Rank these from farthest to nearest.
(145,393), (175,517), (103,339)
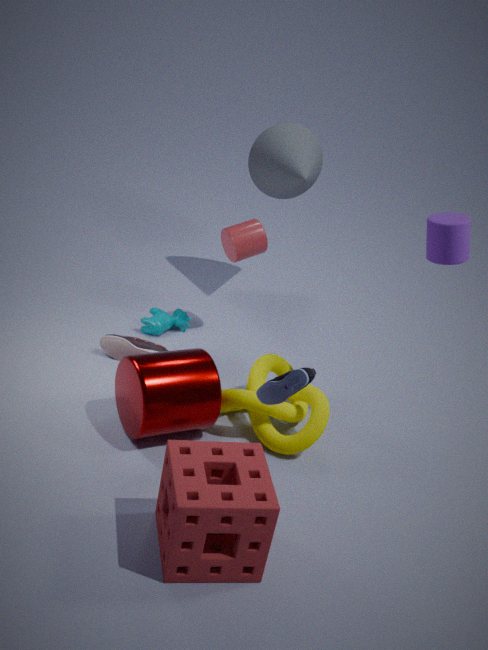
1. (103,339)
2. (145,393)
3. (175,517)
